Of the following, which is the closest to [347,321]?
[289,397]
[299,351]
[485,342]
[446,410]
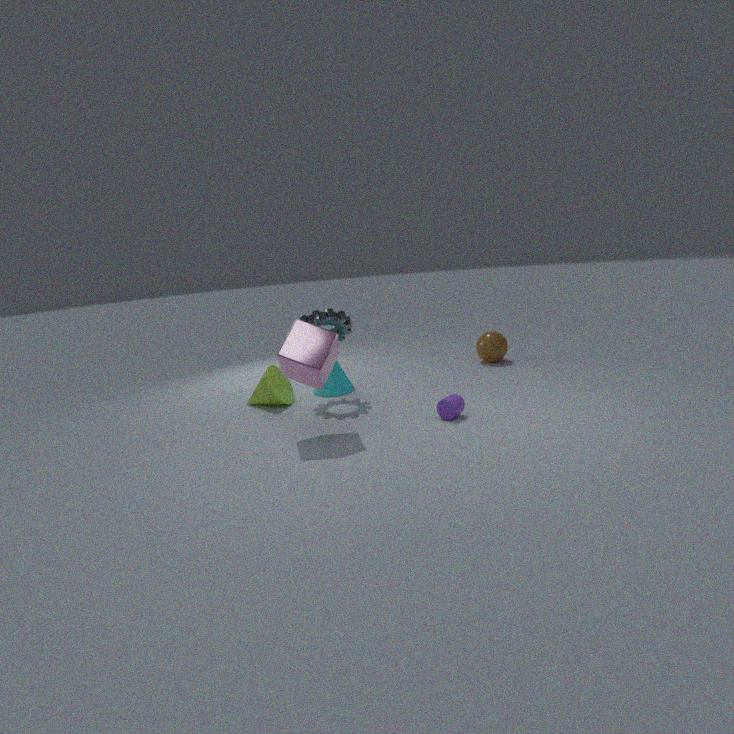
[289,397]
